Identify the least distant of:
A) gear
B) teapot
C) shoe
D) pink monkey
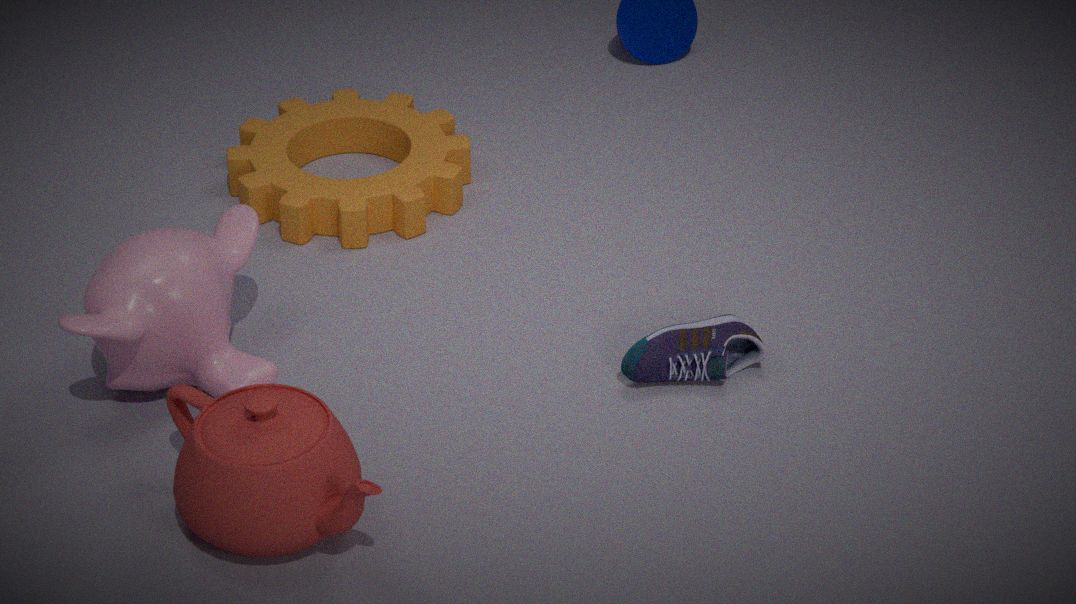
teapot
